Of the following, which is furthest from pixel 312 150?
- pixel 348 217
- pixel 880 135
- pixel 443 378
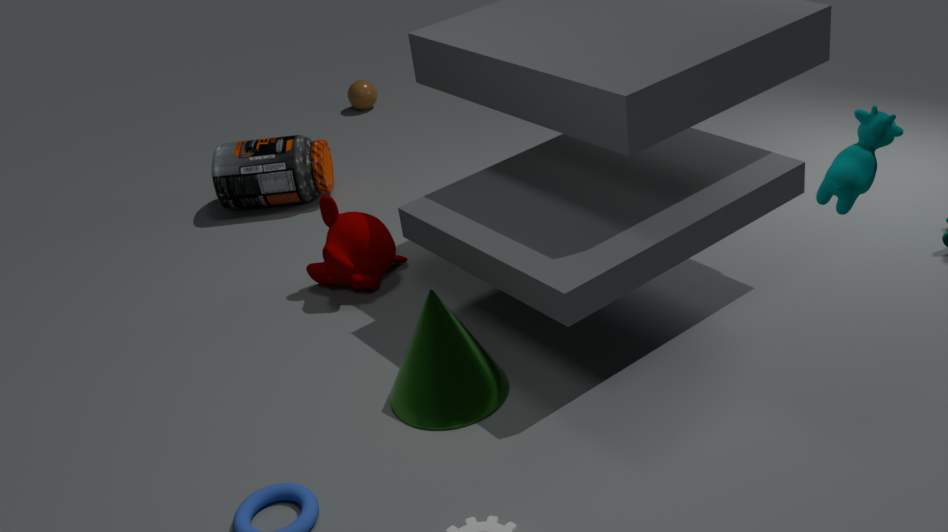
pixel 880 135
